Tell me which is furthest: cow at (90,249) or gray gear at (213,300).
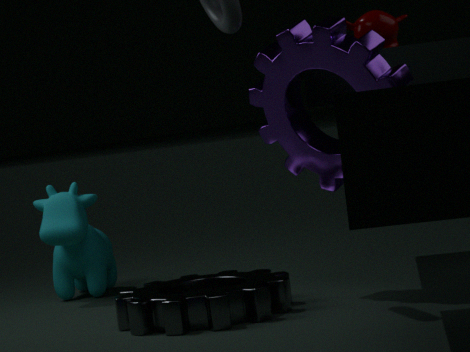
cow at (90,249)
